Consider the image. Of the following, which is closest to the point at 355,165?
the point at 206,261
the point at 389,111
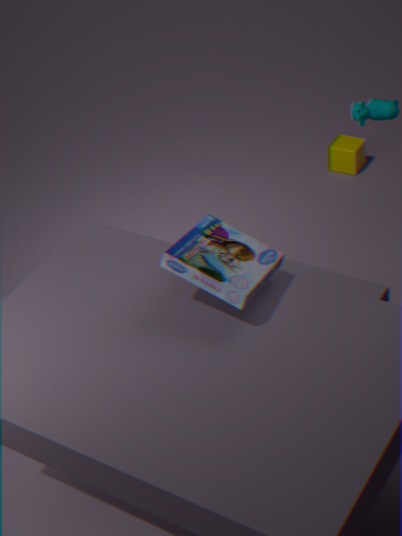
the point at 389,111
